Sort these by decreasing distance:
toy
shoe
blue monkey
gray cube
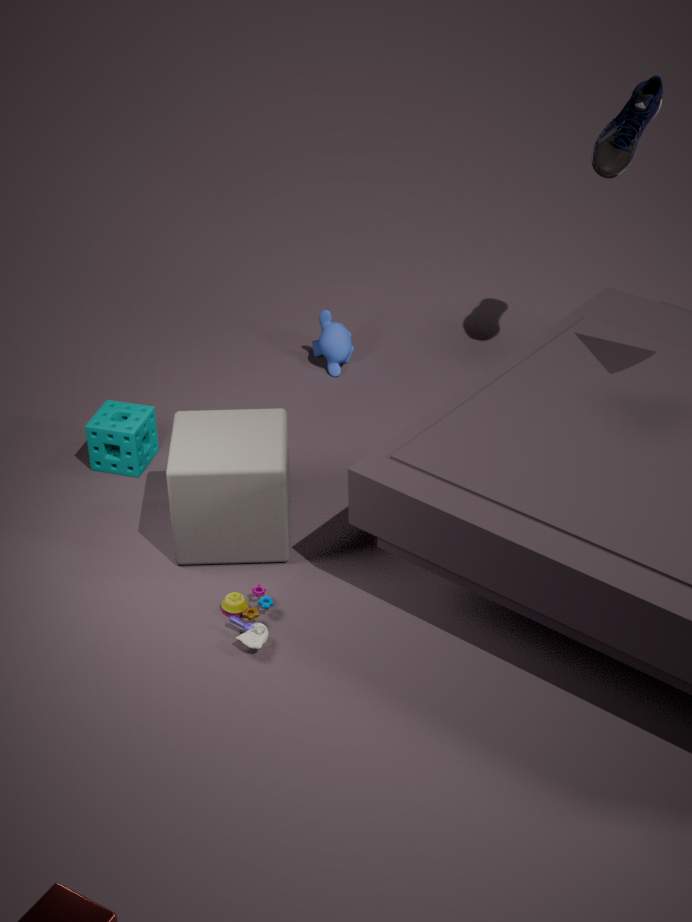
blue monkey → shoe → gray cube → toy
